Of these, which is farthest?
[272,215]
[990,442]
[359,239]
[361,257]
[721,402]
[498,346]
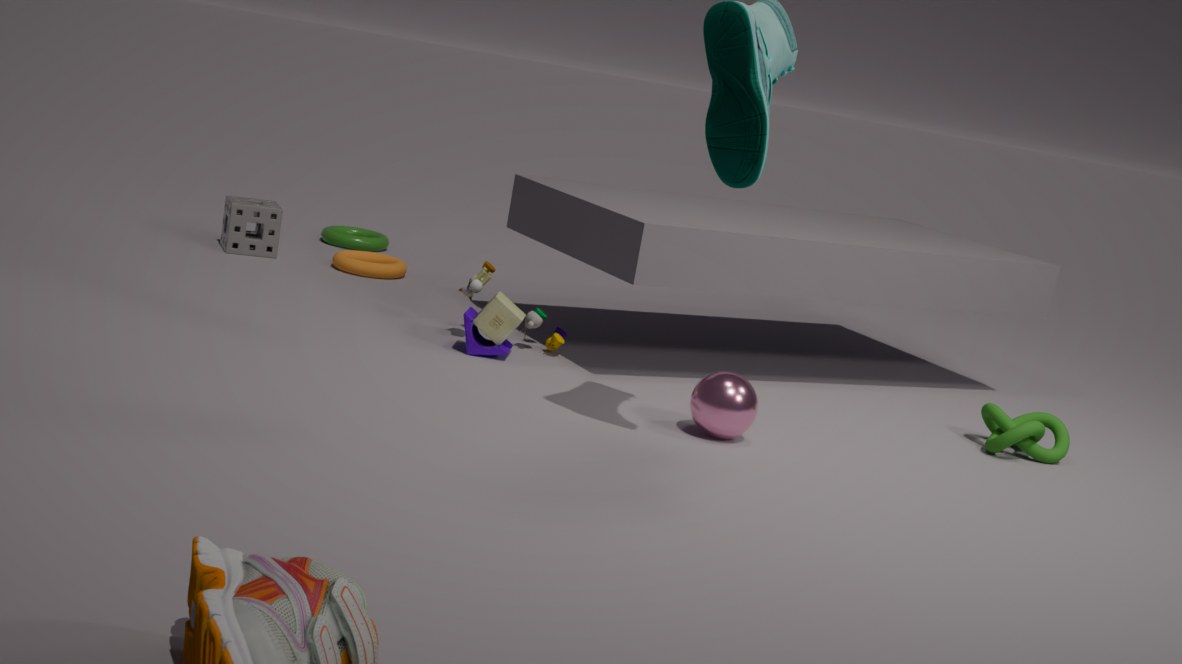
[359,239]
